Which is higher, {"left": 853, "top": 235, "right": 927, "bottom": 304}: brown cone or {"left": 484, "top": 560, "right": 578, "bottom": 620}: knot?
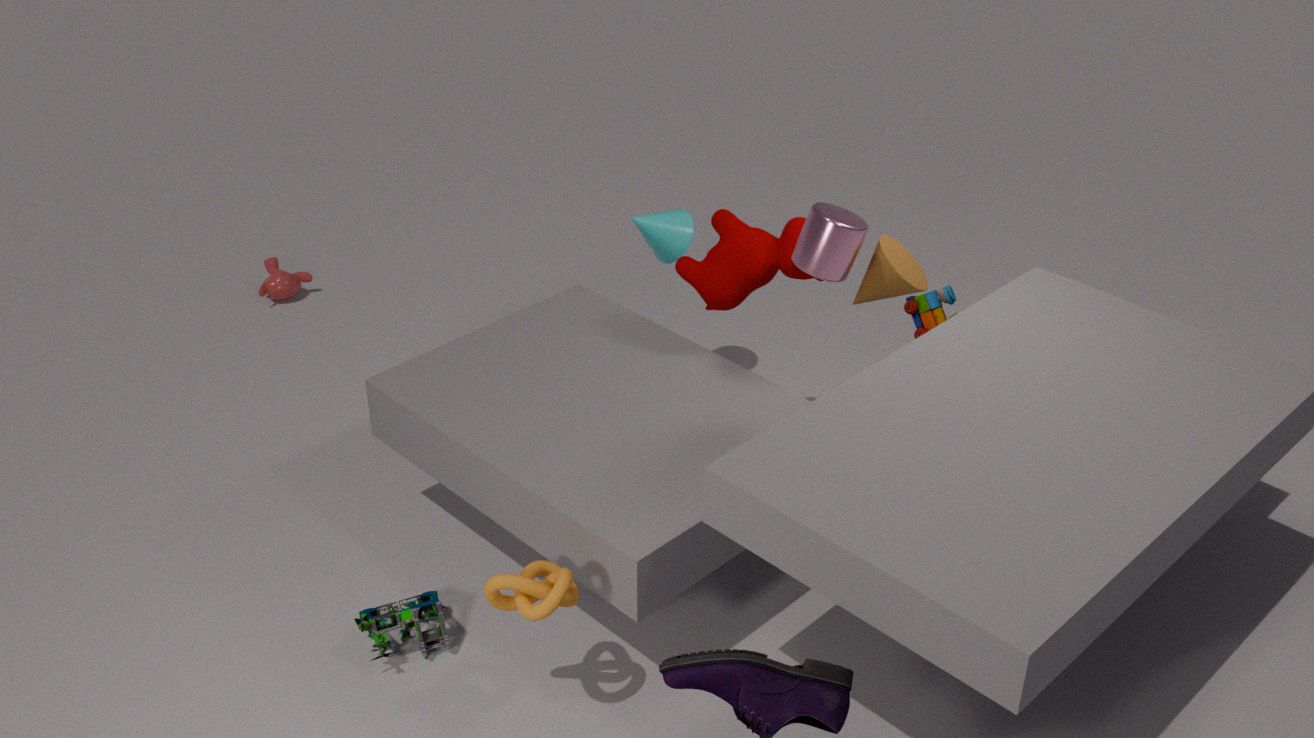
{"left": 853, "top": 235, "right": 927, "bottom": 304}: brown cone
